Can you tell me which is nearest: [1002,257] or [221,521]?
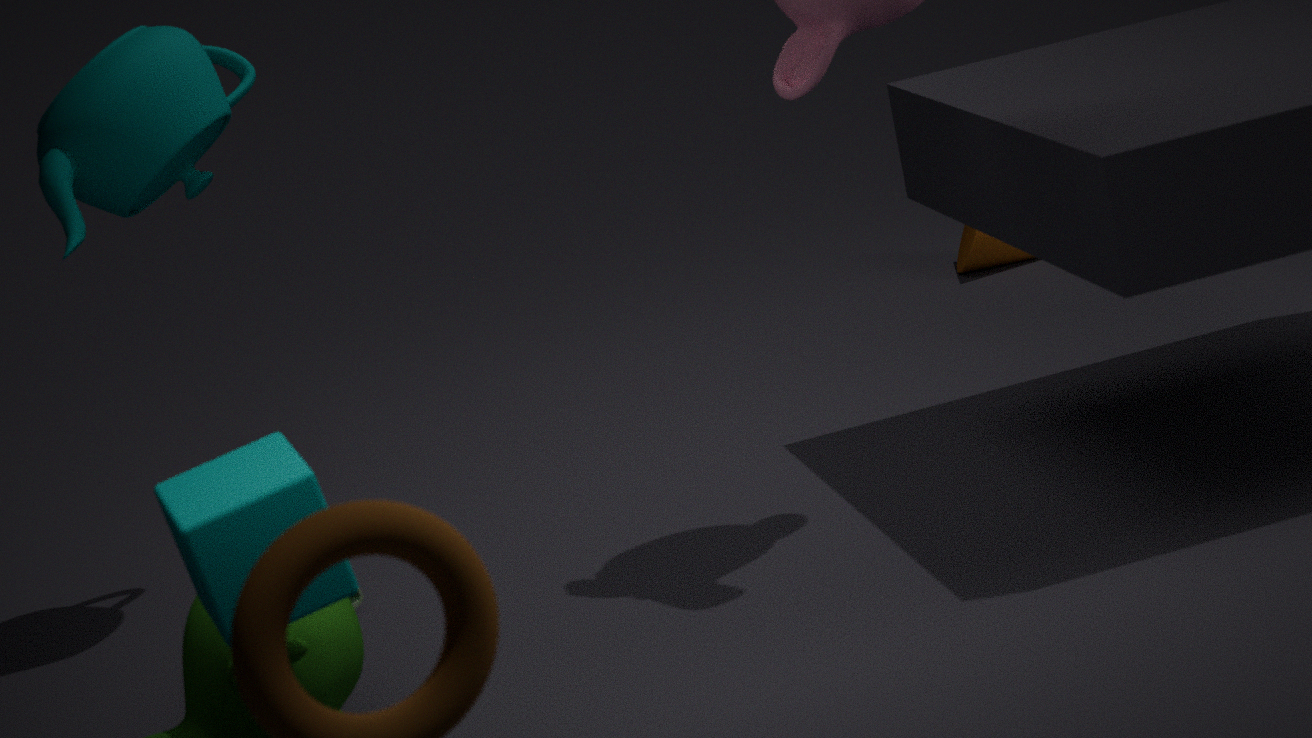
[221,521]
